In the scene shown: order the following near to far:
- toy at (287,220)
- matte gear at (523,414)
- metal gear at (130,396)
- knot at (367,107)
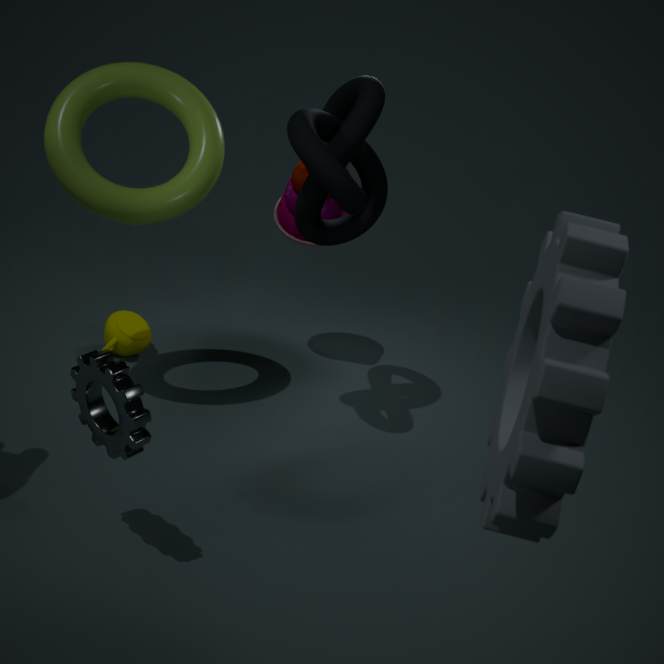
1. matte gear at (523,414)
2. metal gear at (130,396)
3. knot at (367,107)
4. toy at (287,220)
